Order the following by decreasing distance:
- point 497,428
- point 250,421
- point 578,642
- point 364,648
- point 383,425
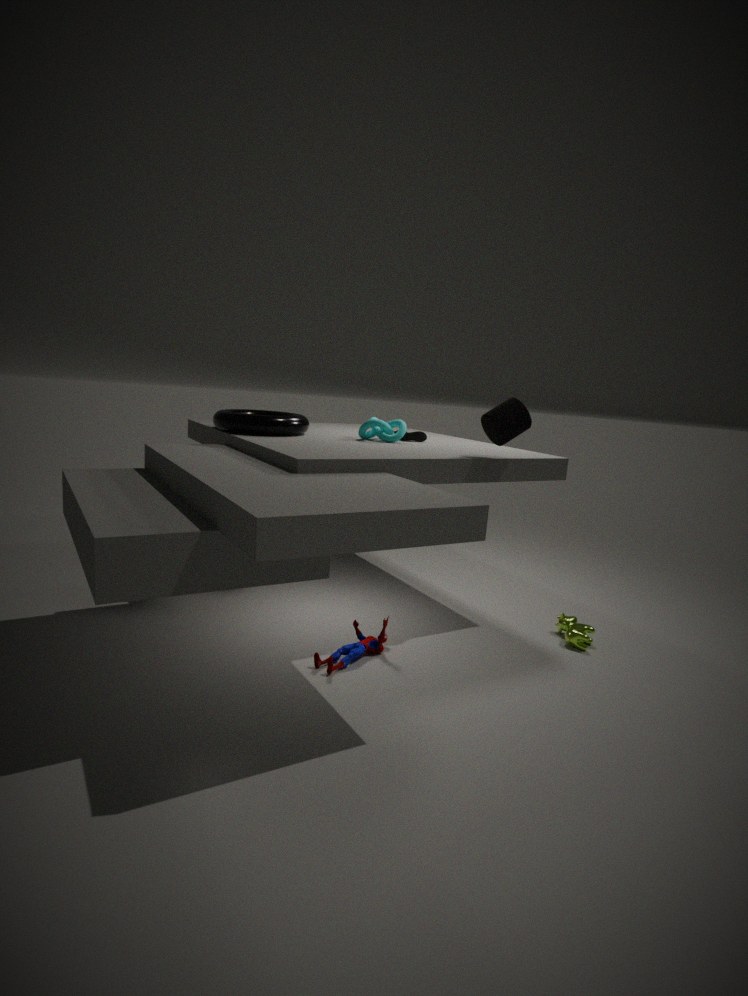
point 383,425 → point 250,421 → point 578,642 → point 497,428 → point 364,648
